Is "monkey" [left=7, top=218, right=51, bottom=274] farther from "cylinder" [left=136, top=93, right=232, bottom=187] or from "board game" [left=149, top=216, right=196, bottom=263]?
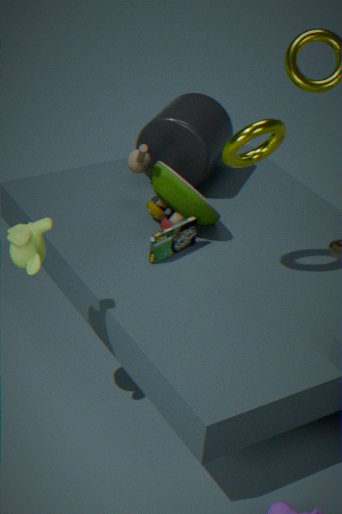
"cylinder" [left=136, top=93, right=232, bottom=187]
